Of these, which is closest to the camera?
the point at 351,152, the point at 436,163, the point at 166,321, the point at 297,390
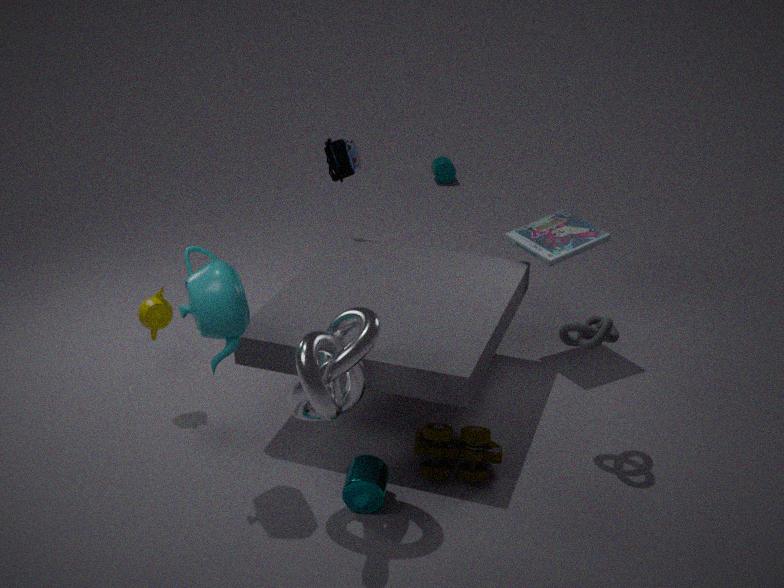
the point at 297,390
